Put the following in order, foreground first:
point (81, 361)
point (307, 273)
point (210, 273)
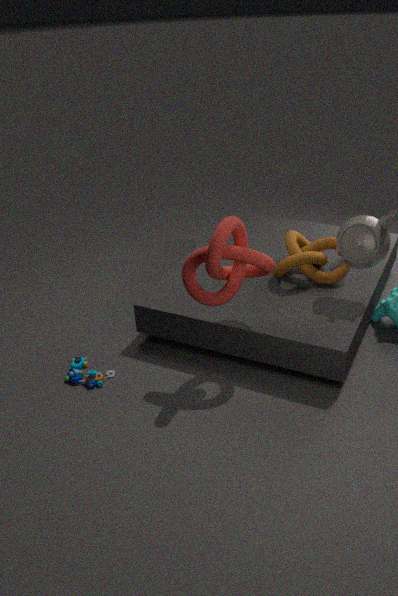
point (210, 273), point (81, 361), point (307, 273)
